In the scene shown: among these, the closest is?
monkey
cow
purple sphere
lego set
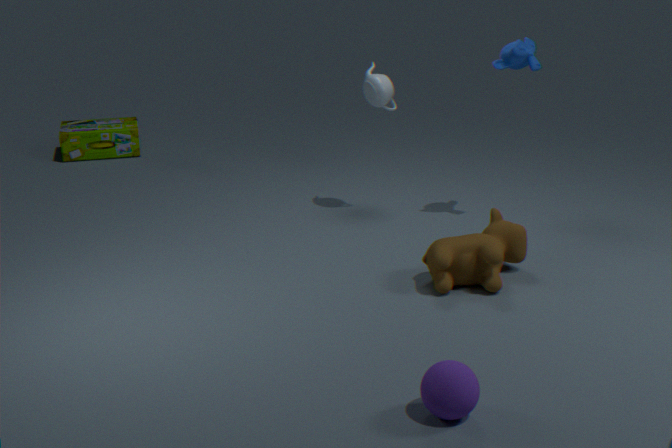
purple sphere
